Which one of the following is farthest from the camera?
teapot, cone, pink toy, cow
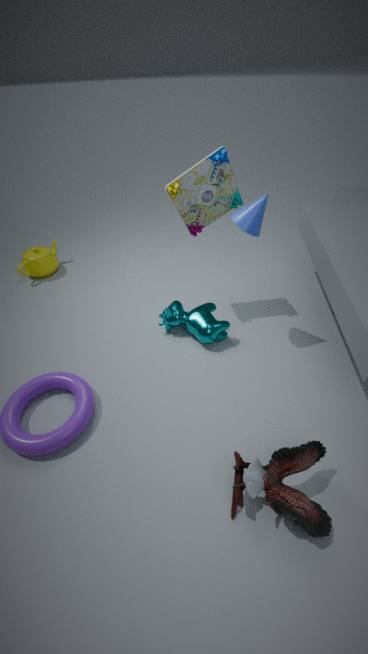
teapot
